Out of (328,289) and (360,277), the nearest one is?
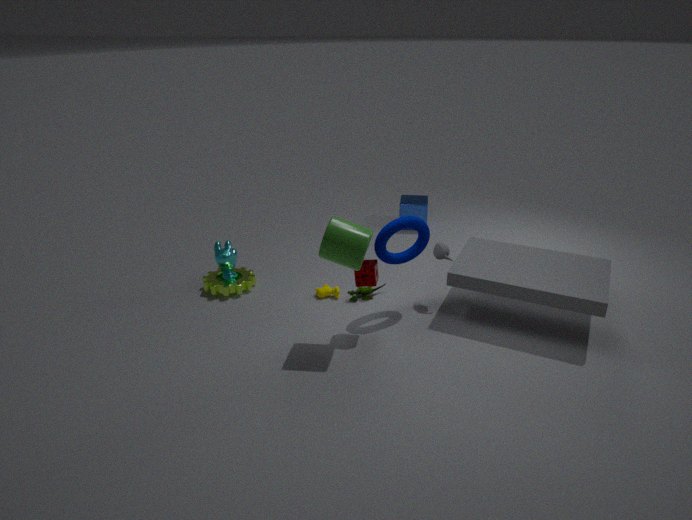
(360,277)
